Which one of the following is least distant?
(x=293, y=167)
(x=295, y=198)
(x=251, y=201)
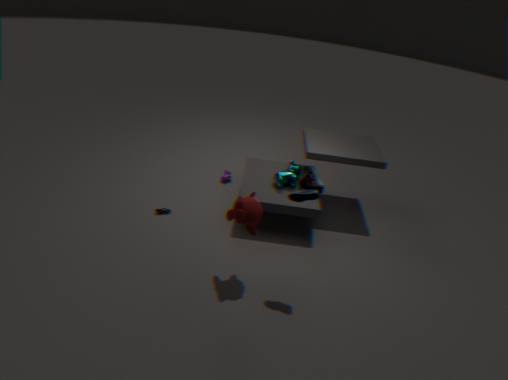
(x=295, y=198)
